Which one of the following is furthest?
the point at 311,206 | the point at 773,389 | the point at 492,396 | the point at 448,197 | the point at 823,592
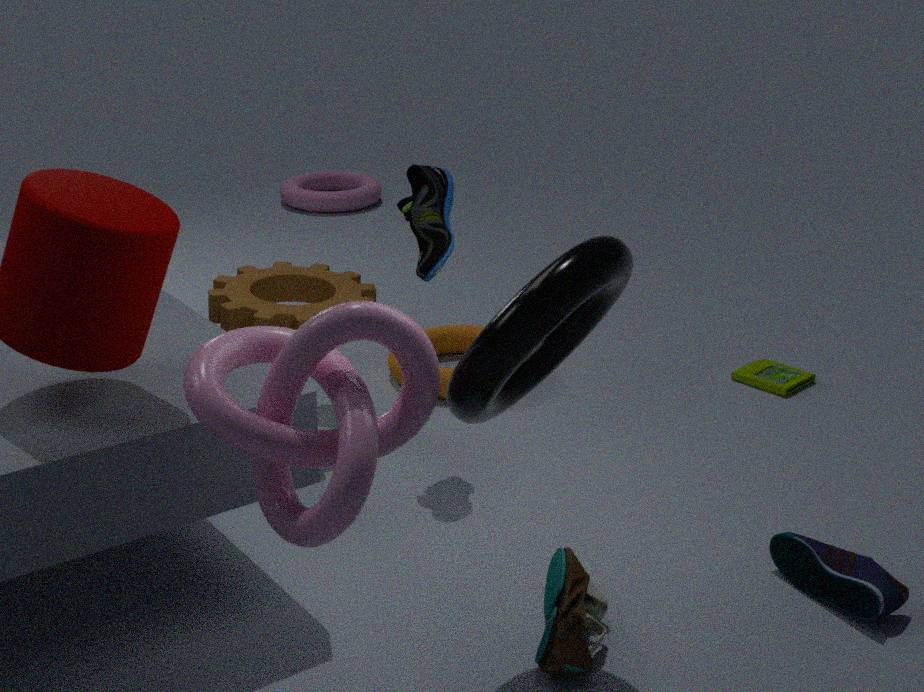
the point at 311,206
